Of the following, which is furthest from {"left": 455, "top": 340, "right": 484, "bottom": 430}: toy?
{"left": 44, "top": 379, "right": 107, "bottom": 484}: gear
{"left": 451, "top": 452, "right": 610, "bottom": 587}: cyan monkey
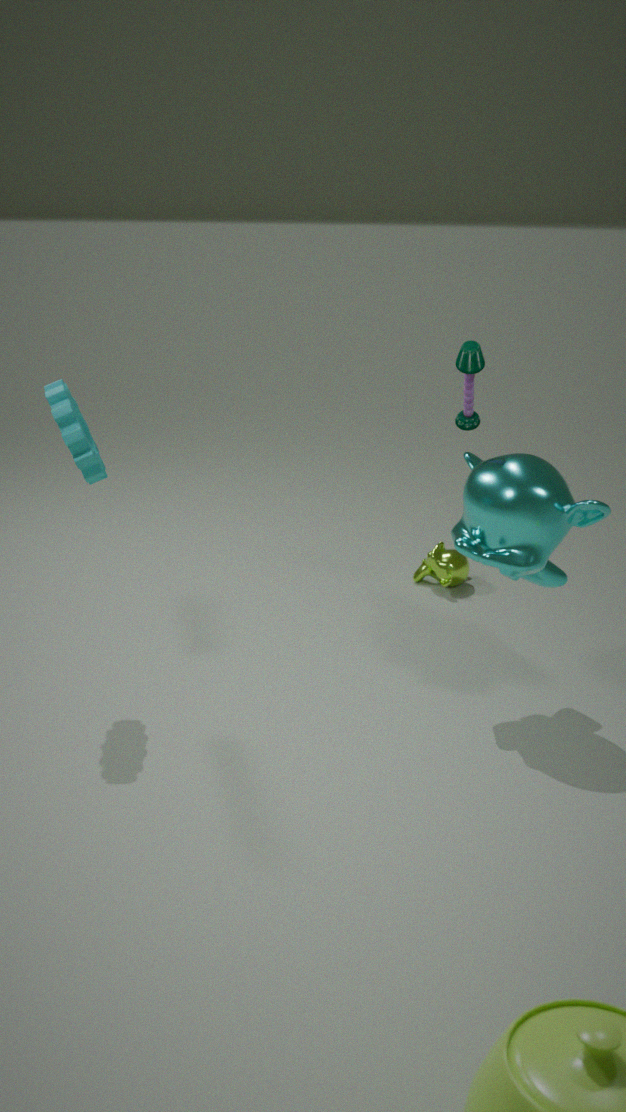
{"left": 44, "top": 379, "right": 107, "bottom": 484}: gear
